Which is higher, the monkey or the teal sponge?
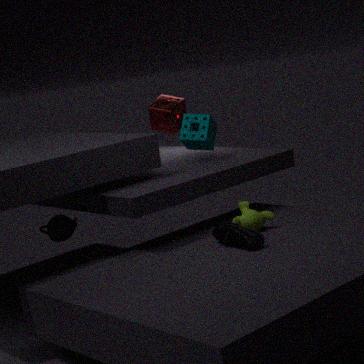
the teal sponge
